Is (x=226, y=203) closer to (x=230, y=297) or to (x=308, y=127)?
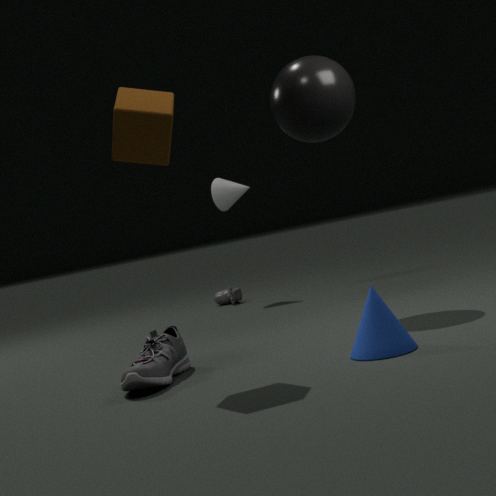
(x=230, y=297)
